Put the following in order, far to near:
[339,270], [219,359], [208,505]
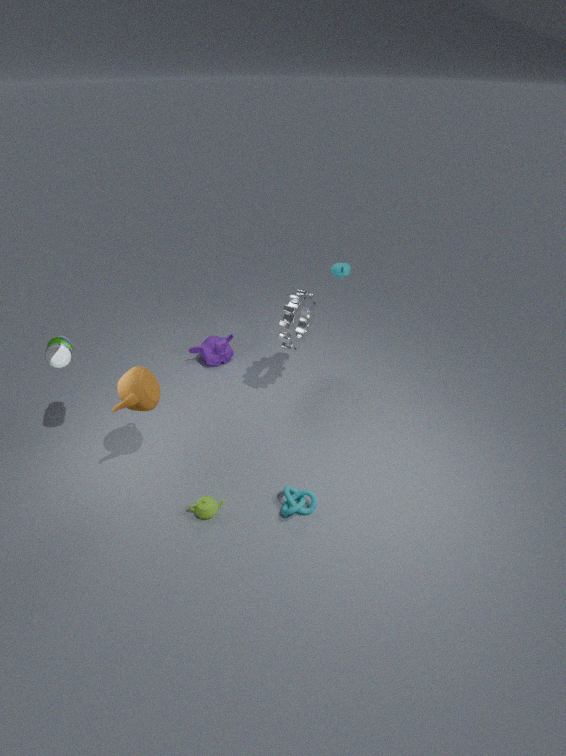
[219,359] < [339,270] < [208,505]
